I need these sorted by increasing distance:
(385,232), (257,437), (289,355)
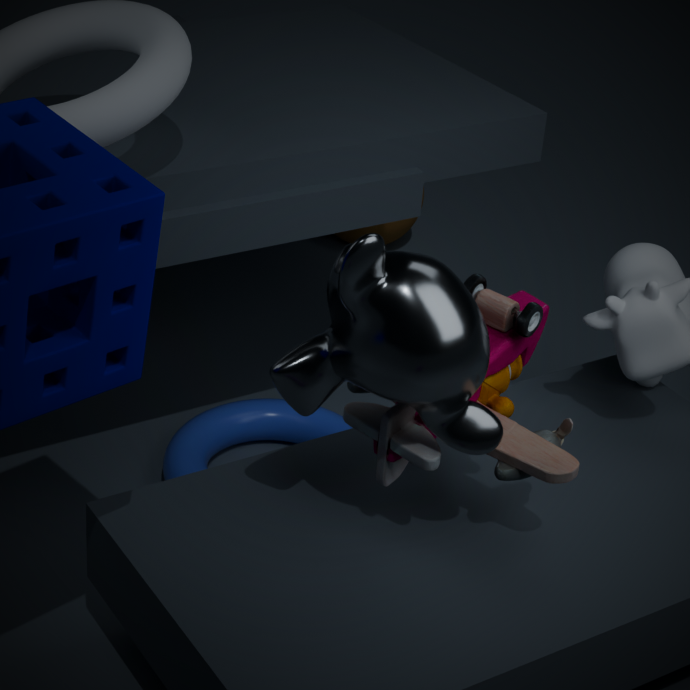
(289,355), (257,437), (385,232)
